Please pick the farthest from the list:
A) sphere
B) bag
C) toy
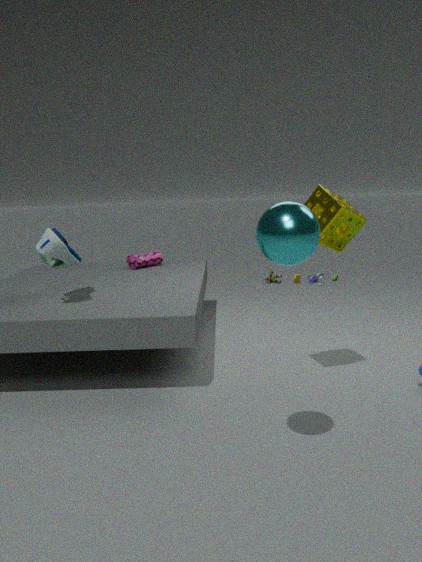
toy
